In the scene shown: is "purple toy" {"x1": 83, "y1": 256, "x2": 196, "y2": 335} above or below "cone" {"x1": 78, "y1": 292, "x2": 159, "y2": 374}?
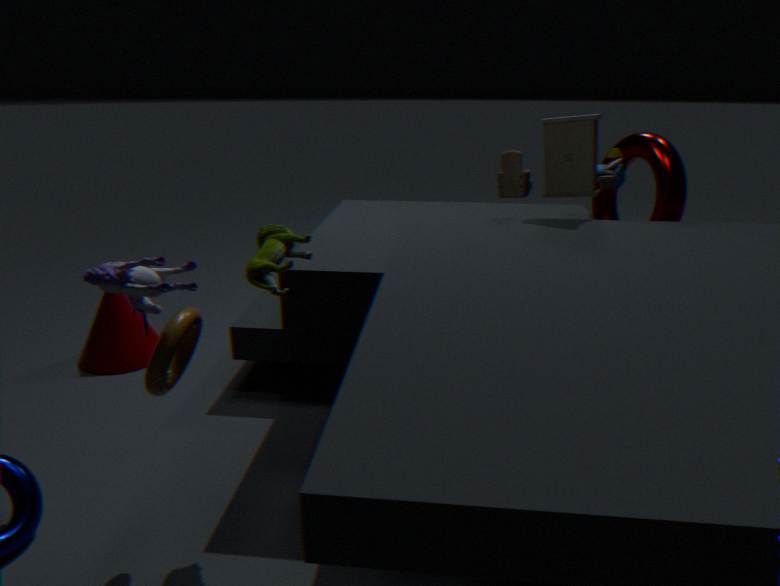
above
